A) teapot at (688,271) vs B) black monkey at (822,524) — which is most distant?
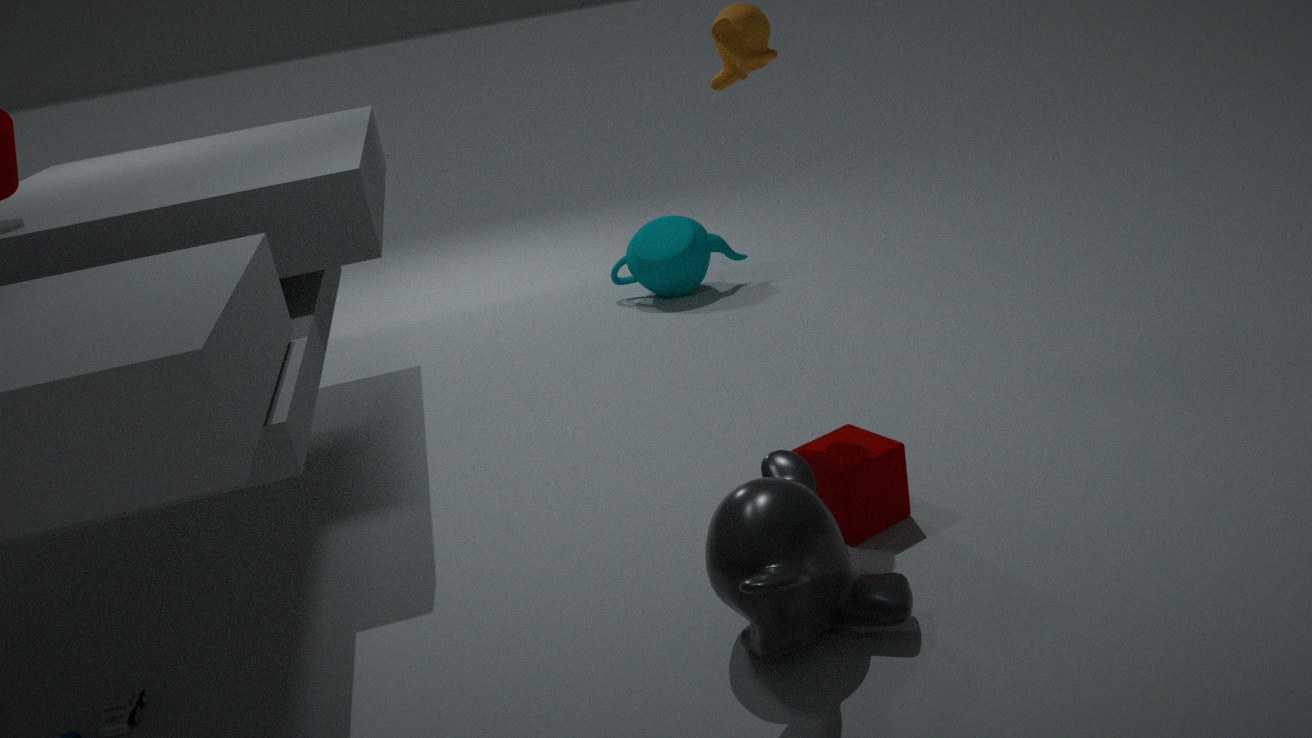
A. teapot at (688,271)
